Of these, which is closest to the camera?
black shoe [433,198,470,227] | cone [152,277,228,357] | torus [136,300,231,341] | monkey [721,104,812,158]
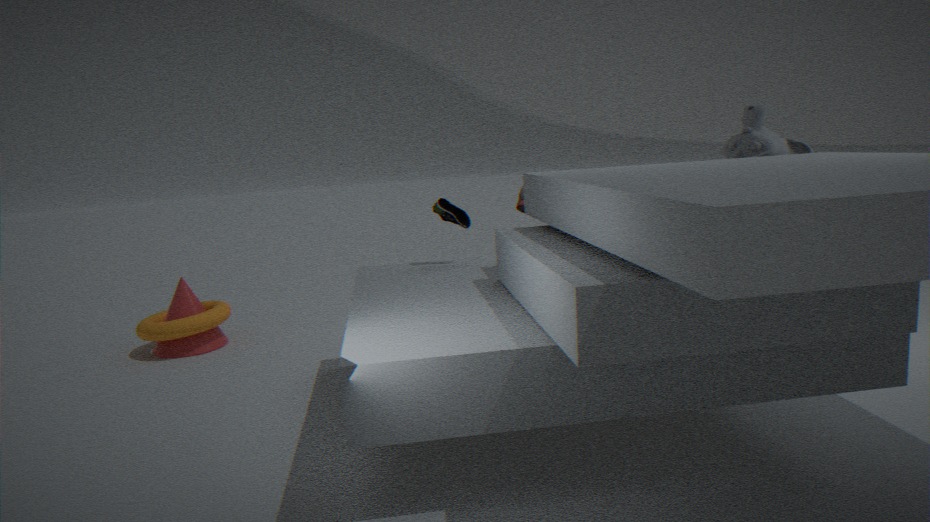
black shoe [433,198,470,227]
